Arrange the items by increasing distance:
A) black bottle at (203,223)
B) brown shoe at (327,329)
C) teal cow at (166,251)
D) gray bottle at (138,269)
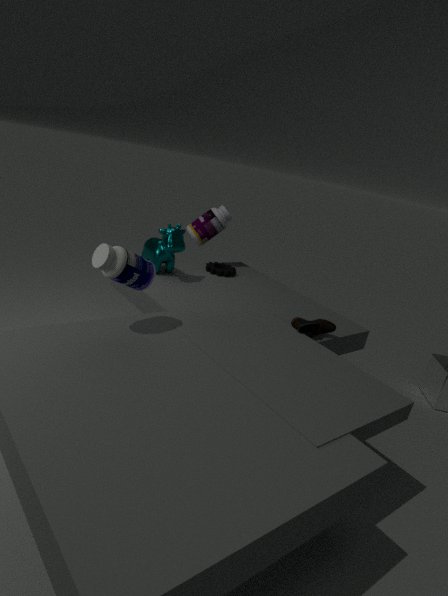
1. gray bottle at (138,269)
2. brown shoe at (327,329)
3. teal cow at (166,251)
4. black bottle at (203,223)
